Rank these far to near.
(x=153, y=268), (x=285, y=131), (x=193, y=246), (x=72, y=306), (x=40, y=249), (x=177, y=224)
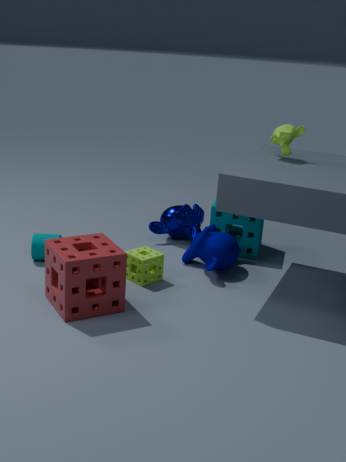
(x=177, y=224) < (x=193, y=246) < (x=40, y=249) < (x=153, y=268) < (x=285, y=131) < (x=72, y=306)
